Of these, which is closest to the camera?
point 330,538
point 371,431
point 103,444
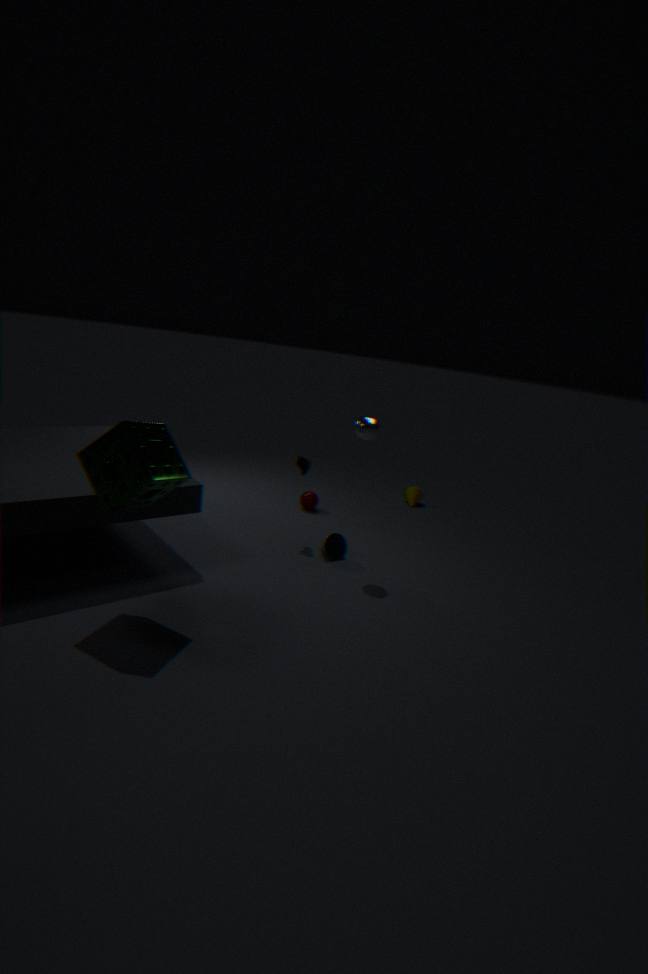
point 103,444
